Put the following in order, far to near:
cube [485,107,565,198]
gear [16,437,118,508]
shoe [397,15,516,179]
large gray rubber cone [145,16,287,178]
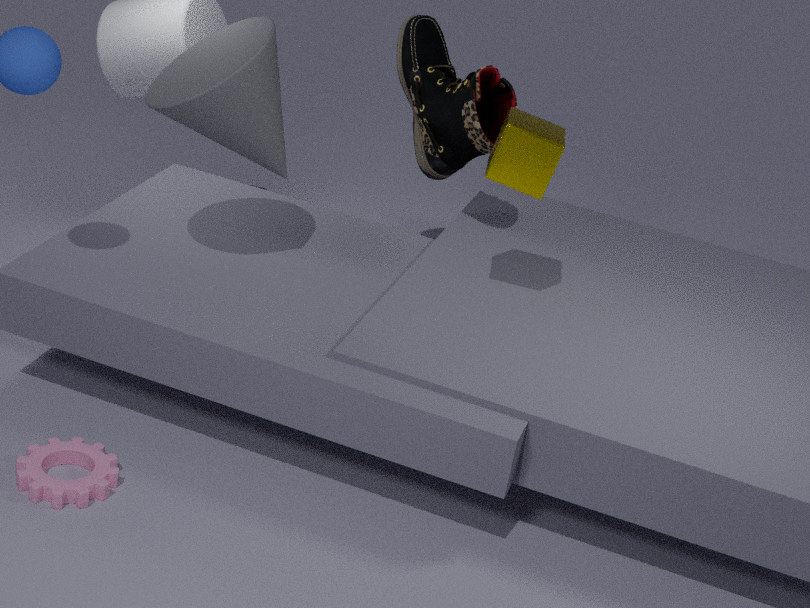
1. shoe [397,15,516,179]
2. cube [485,107,565,198]
3. large gray rubber cone [145,16,287,178]
4. gear [16,437,118,508]
